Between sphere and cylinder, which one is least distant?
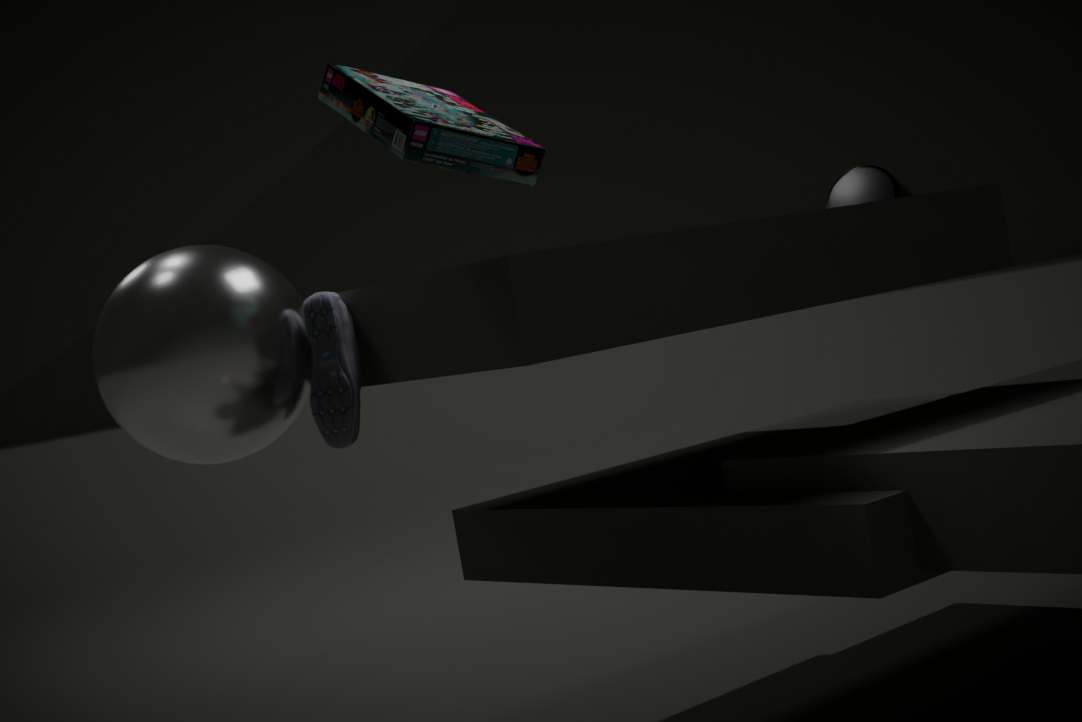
sphere
